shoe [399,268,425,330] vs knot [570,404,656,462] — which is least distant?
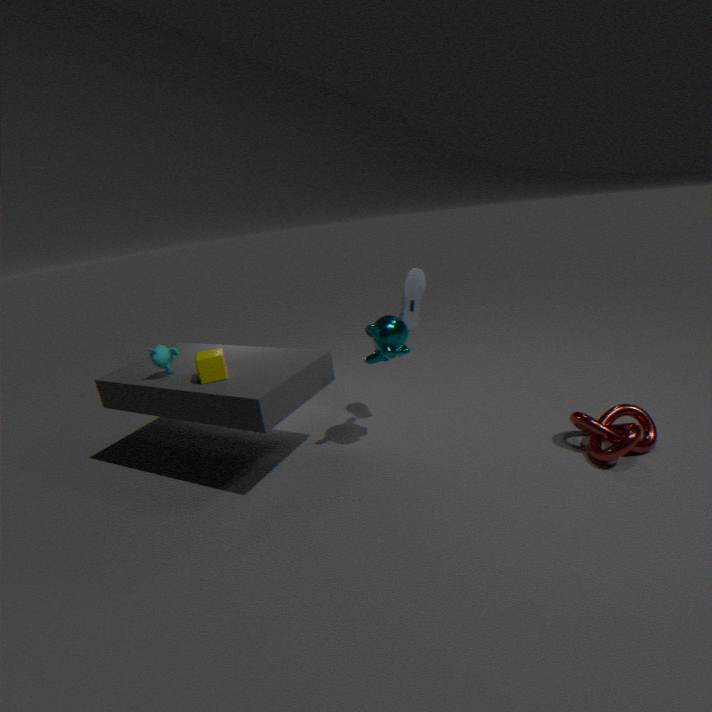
knot [570,404,656,462]
